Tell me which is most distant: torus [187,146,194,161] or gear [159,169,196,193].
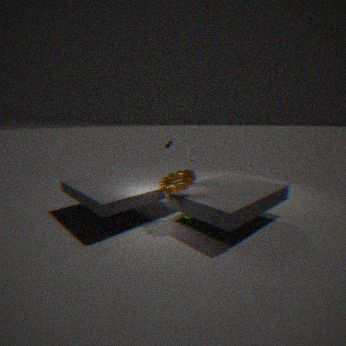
torus [187,146,194,161]
